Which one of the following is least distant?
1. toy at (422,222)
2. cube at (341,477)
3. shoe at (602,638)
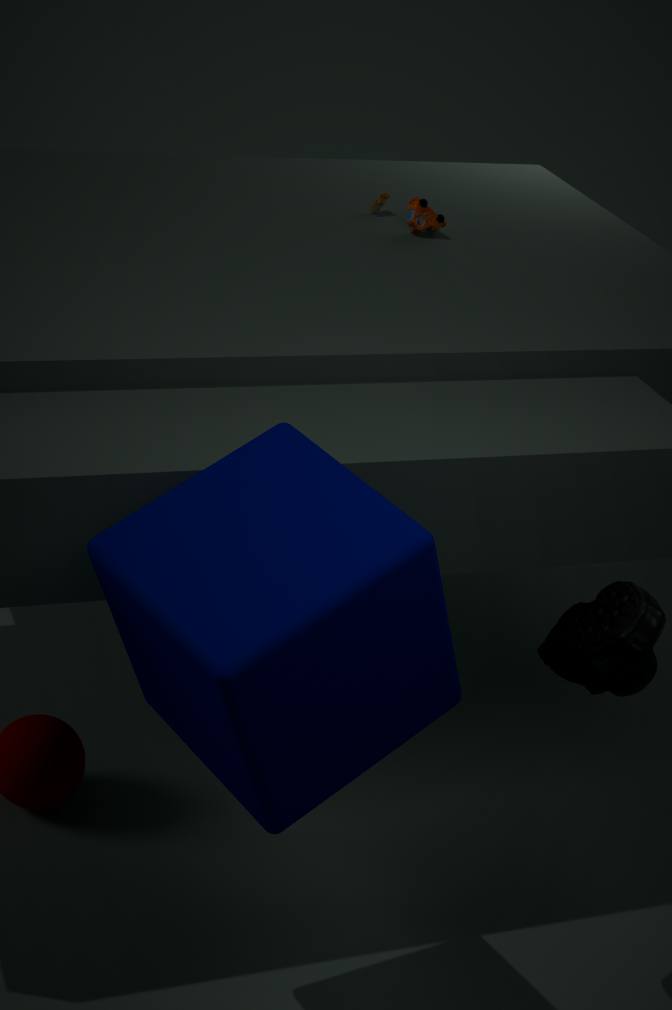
cube at (341,477)
